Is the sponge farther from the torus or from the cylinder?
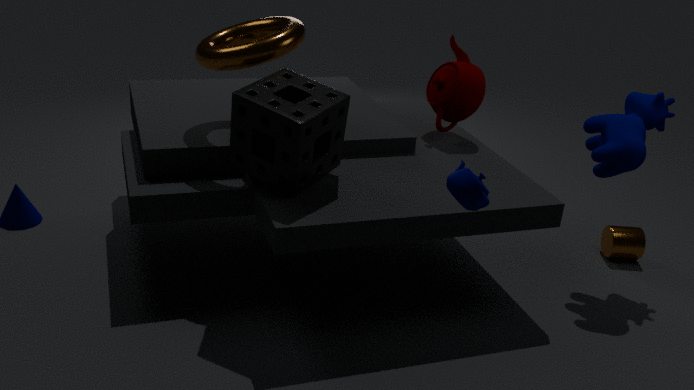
the cylinder
